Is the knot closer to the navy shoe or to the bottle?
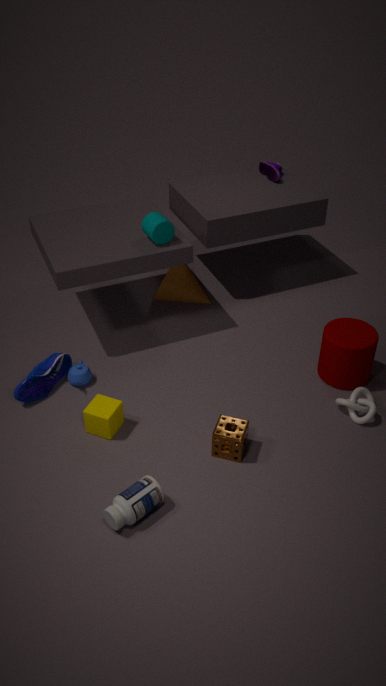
the bottle
